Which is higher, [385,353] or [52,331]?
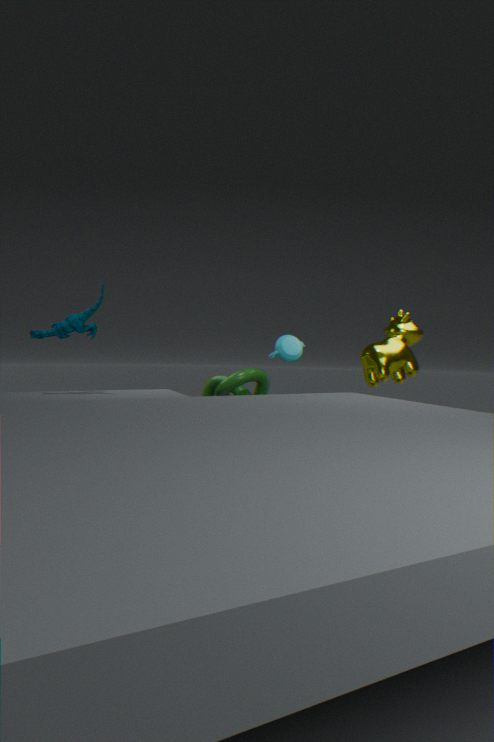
[52,331]
